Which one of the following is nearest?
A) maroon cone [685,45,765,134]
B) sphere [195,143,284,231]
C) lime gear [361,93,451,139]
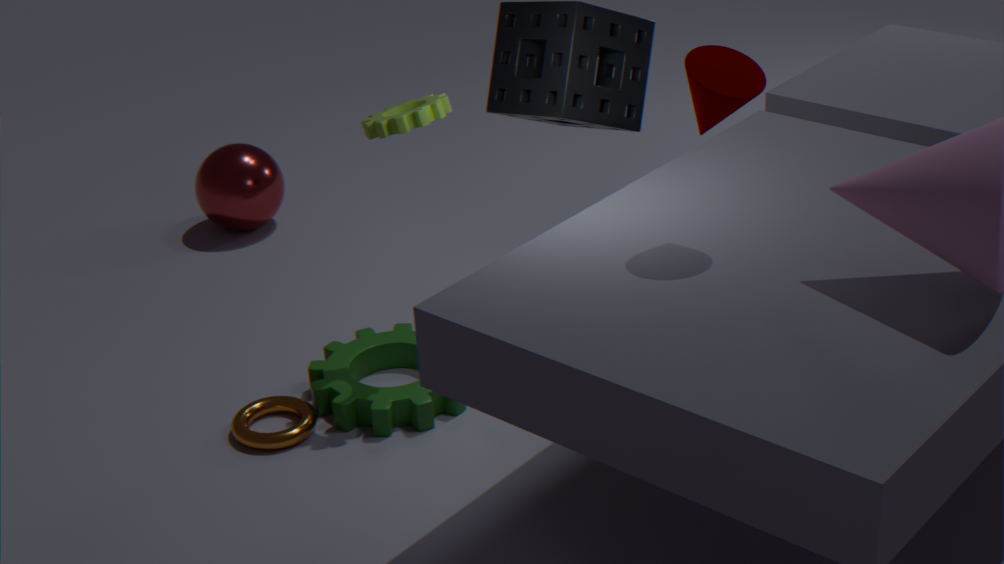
maroon cone [685,45,765,134]
